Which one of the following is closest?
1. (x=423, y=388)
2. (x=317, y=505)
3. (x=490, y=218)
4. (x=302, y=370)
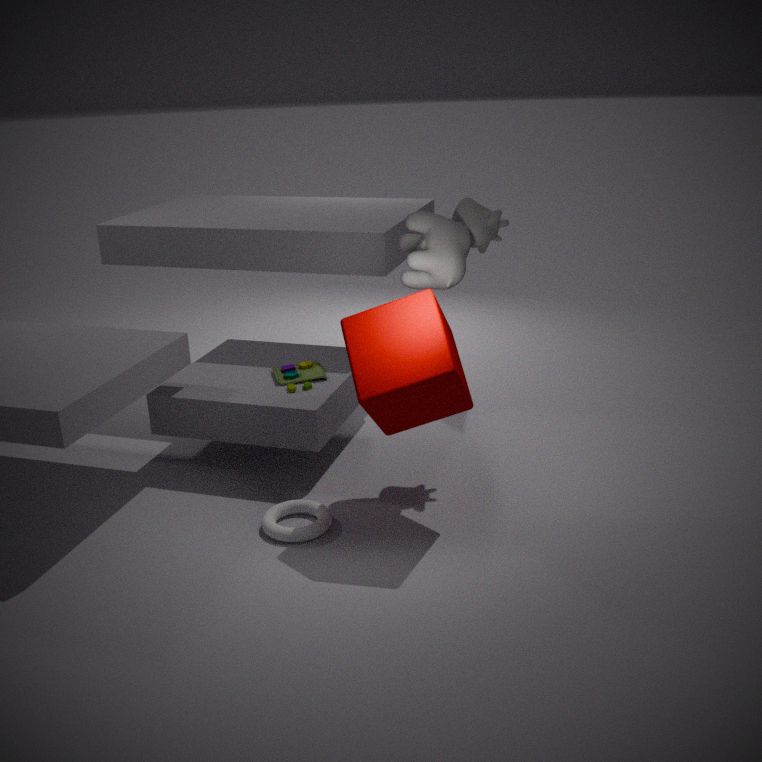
(x=423, y=388)
